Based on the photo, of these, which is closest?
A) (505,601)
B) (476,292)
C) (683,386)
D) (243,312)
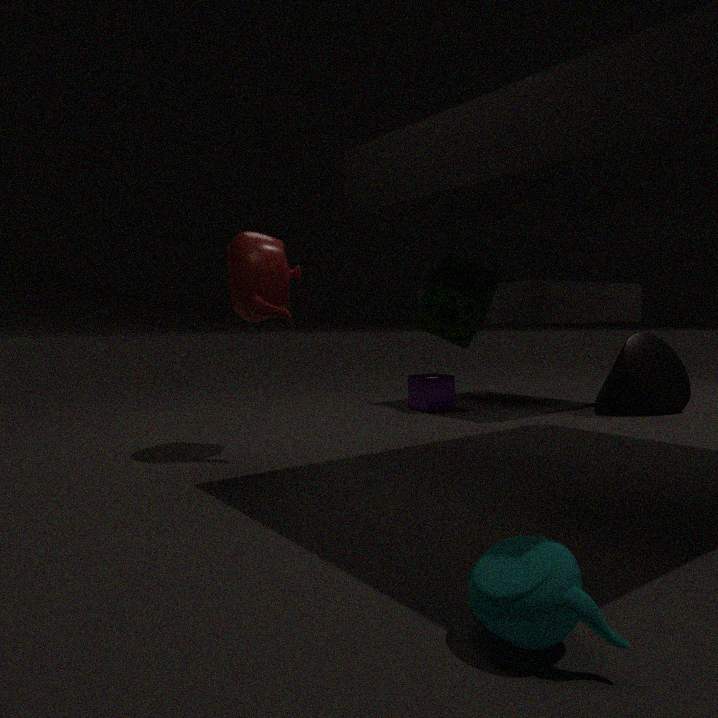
(505,601)
